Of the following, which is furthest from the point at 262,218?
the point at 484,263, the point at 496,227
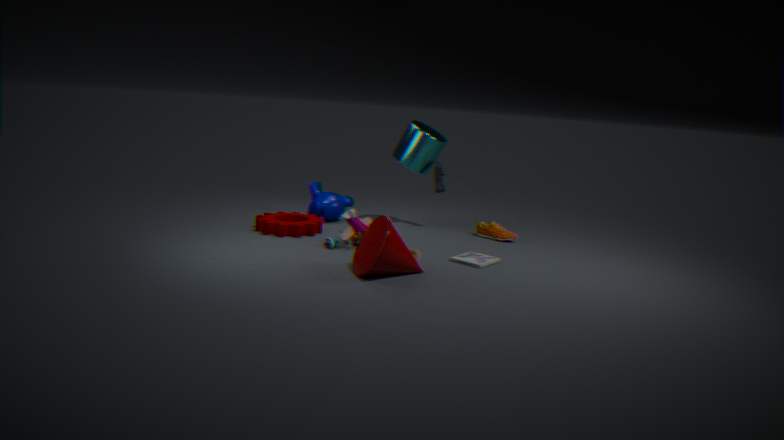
the point at 496,227
